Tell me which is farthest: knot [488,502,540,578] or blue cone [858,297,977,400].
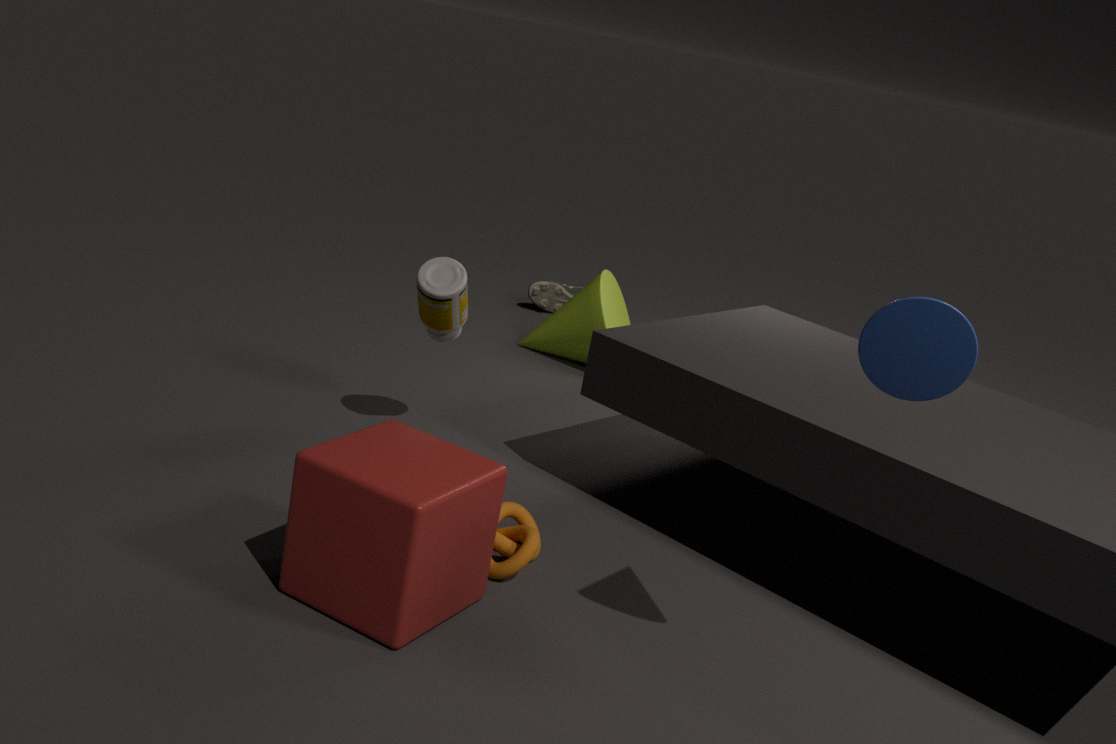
knot [488,502,540,578]
